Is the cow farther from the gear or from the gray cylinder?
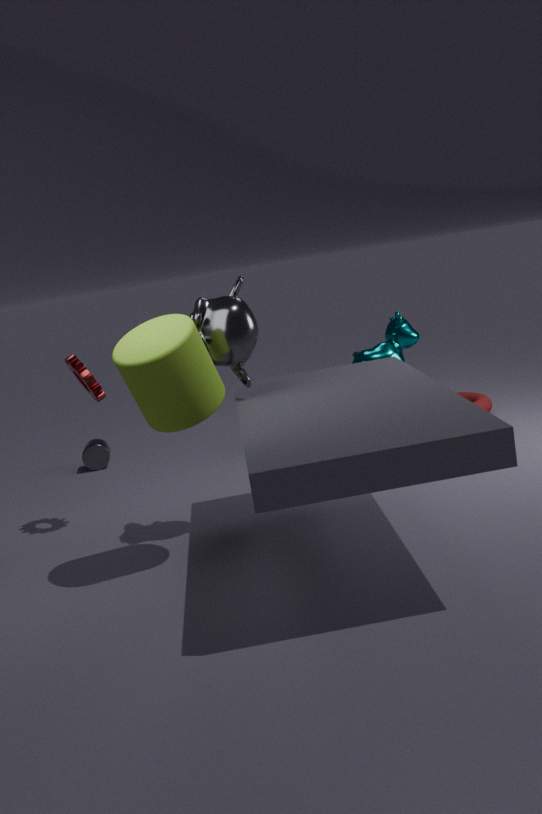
the gray cylinder
